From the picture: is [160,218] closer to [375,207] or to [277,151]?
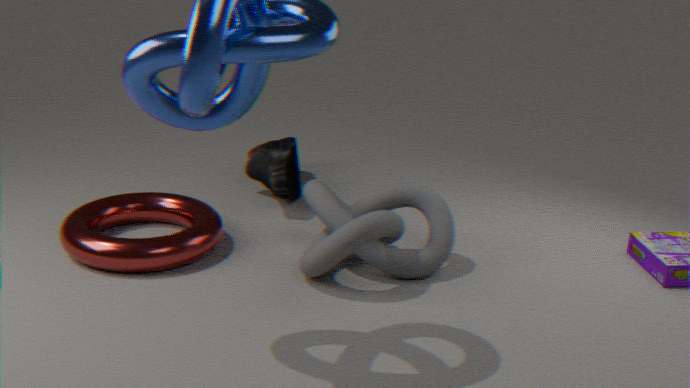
[277,151]
